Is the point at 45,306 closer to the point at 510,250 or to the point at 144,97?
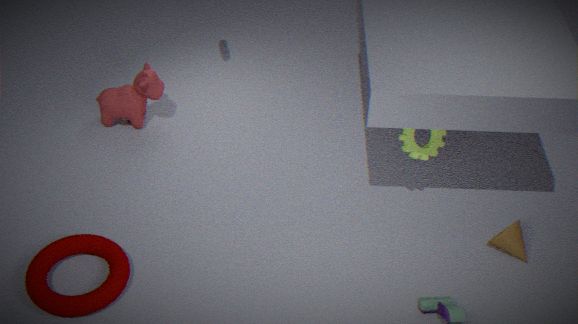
the point at 144,97
